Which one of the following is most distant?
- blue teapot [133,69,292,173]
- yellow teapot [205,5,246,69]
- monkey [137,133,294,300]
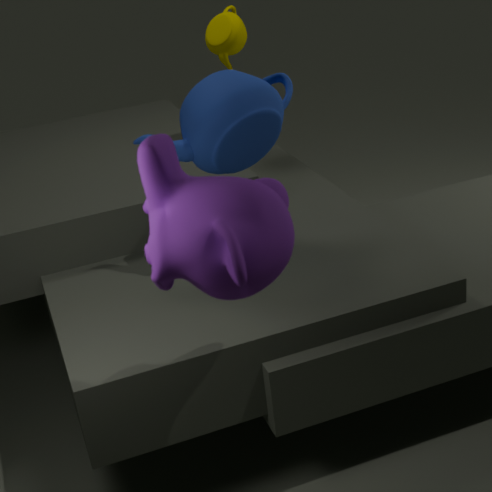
yellow teapot [205,5,246,69]
